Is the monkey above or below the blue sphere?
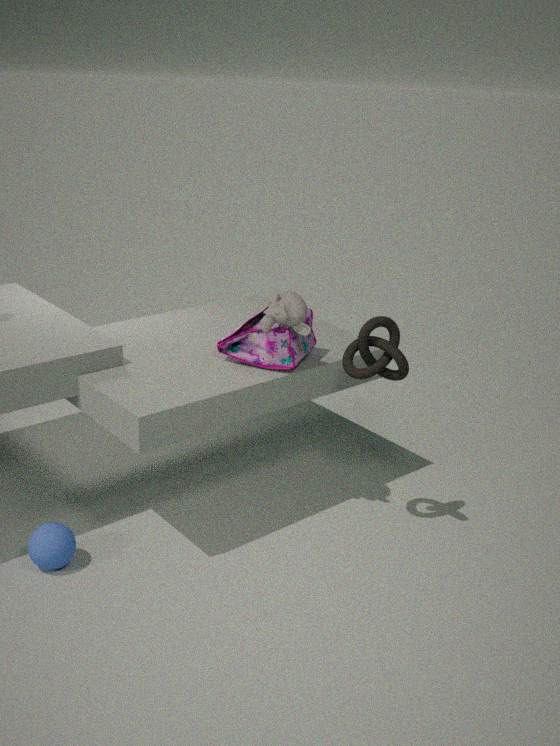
above
